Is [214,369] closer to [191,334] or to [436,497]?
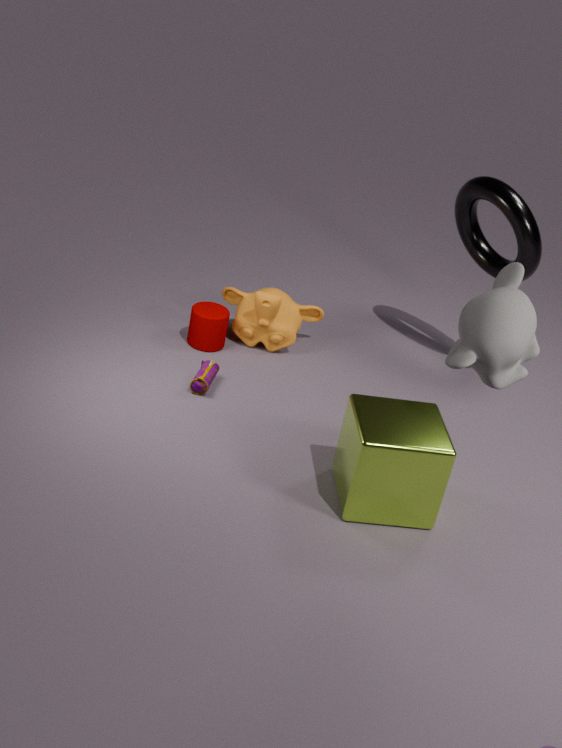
[191,334]
